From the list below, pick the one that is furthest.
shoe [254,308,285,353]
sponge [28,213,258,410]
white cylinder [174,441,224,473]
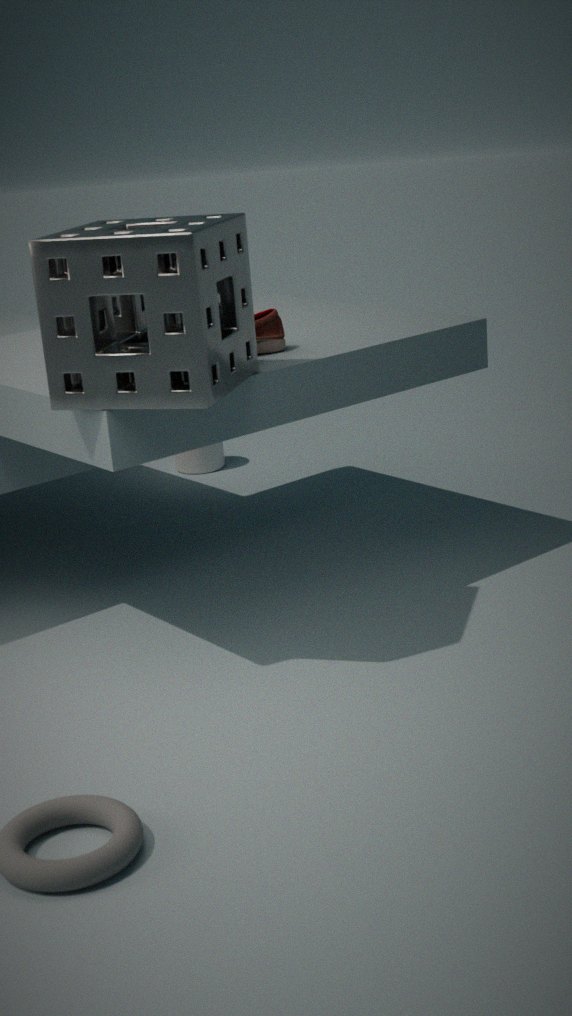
white cylinder [174,441,224,473]
